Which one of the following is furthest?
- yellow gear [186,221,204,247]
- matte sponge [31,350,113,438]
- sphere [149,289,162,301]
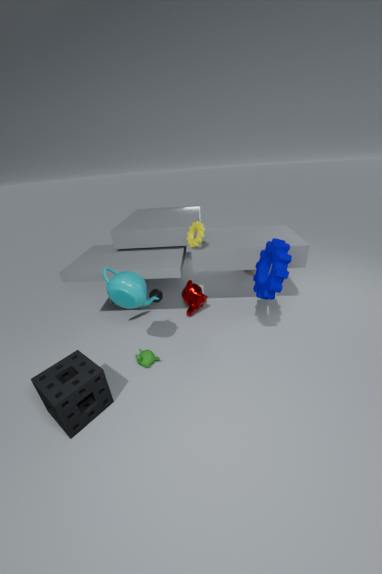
sphere [149,289,162,301]
